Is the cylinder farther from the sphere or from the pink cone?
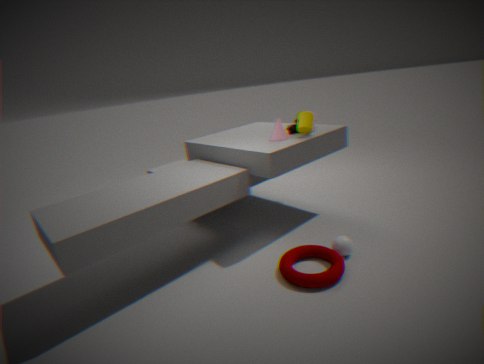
the sphere
